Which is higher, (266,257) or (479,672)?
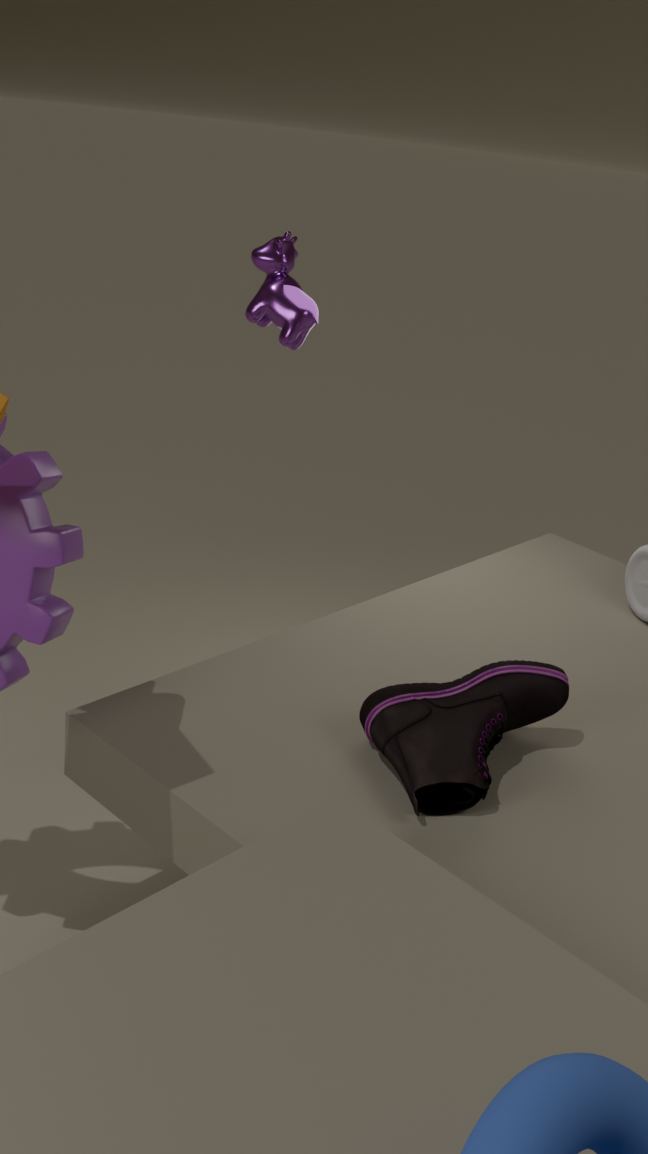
(266,257)
